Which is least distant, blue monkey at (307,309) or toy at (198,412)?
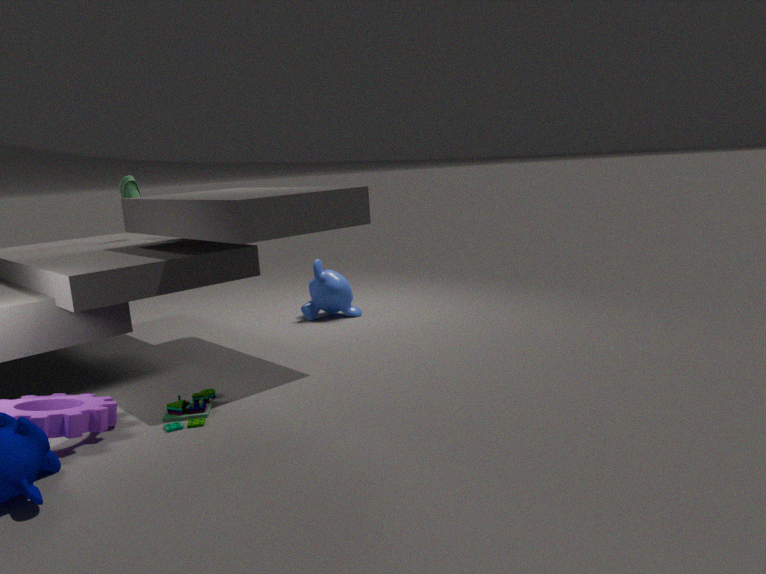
toy at (198,412)
